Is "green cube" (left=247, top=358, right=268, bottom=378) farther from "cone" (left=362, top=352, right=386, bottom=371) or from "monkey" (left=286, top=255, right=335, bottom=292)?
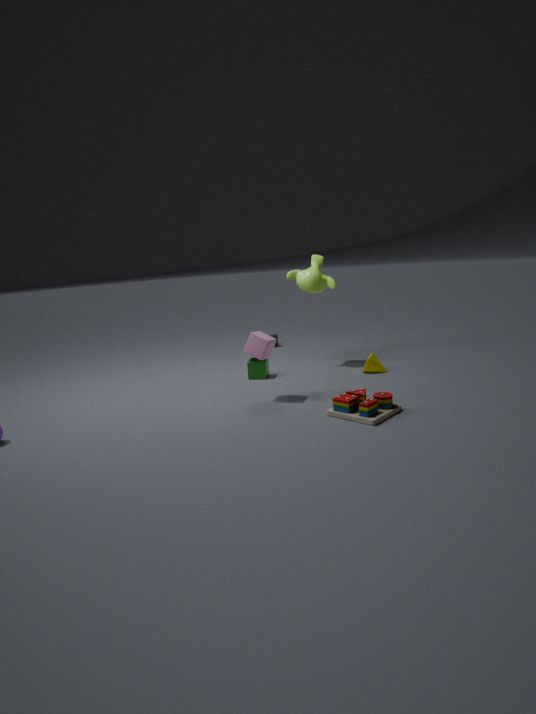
"cone" (left=362, top=352, right=386, bottom=371)
